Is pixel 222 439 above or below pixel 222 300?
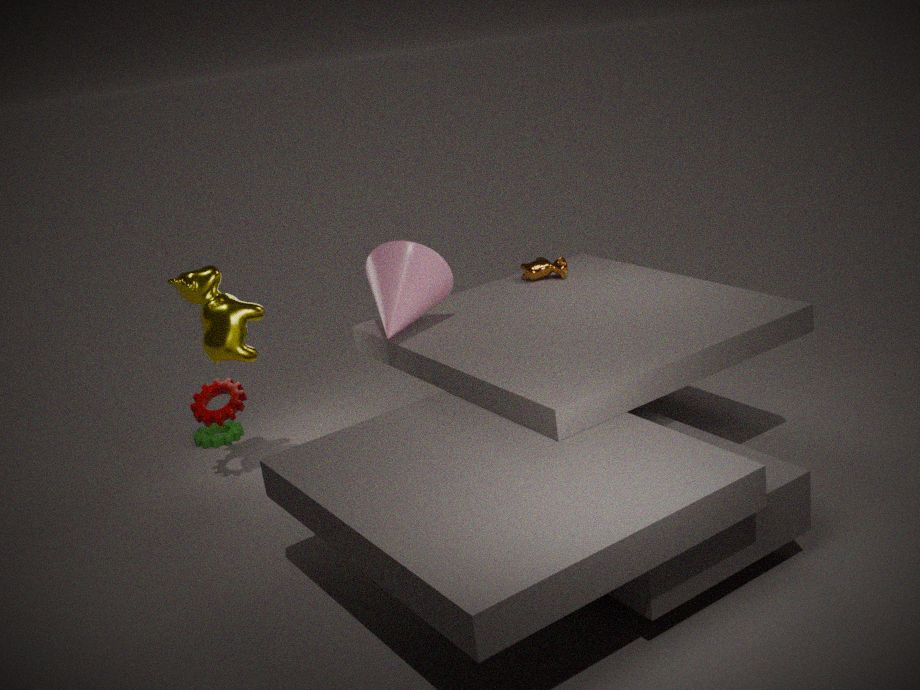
below
